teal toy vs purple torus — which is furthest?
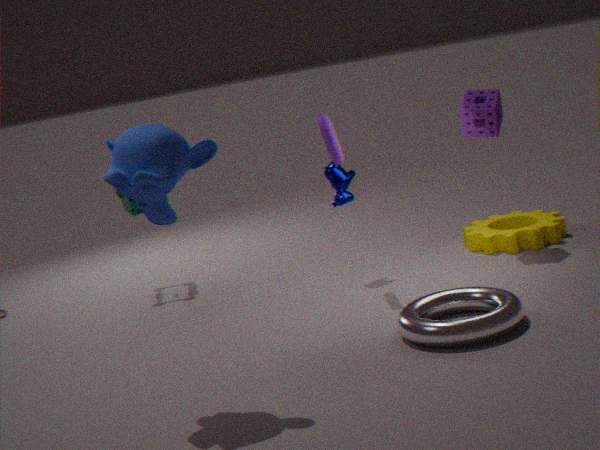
teal toy
